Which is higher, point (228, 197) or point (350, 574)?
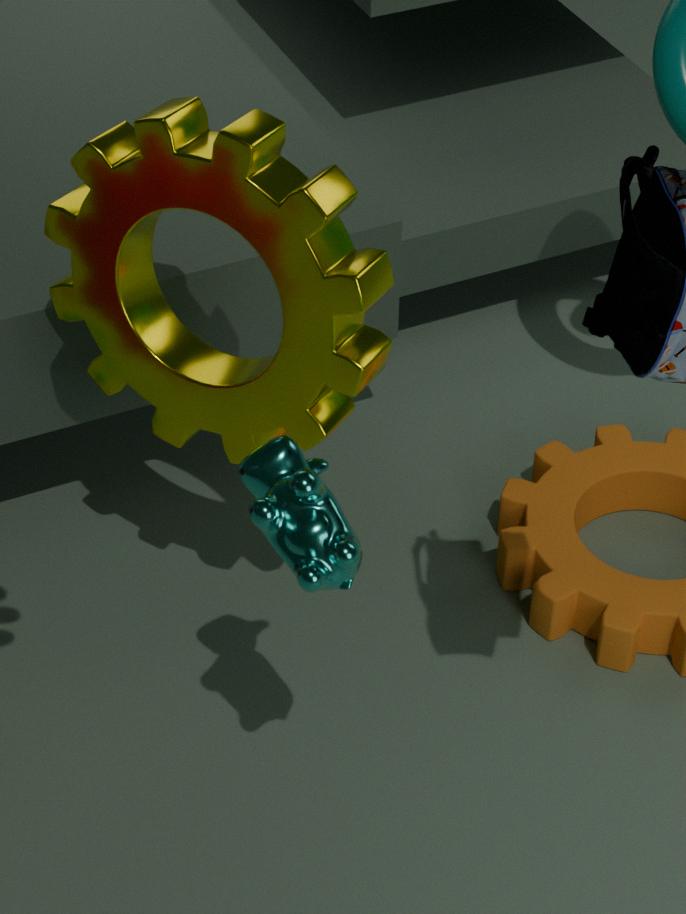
point (228, 197)
